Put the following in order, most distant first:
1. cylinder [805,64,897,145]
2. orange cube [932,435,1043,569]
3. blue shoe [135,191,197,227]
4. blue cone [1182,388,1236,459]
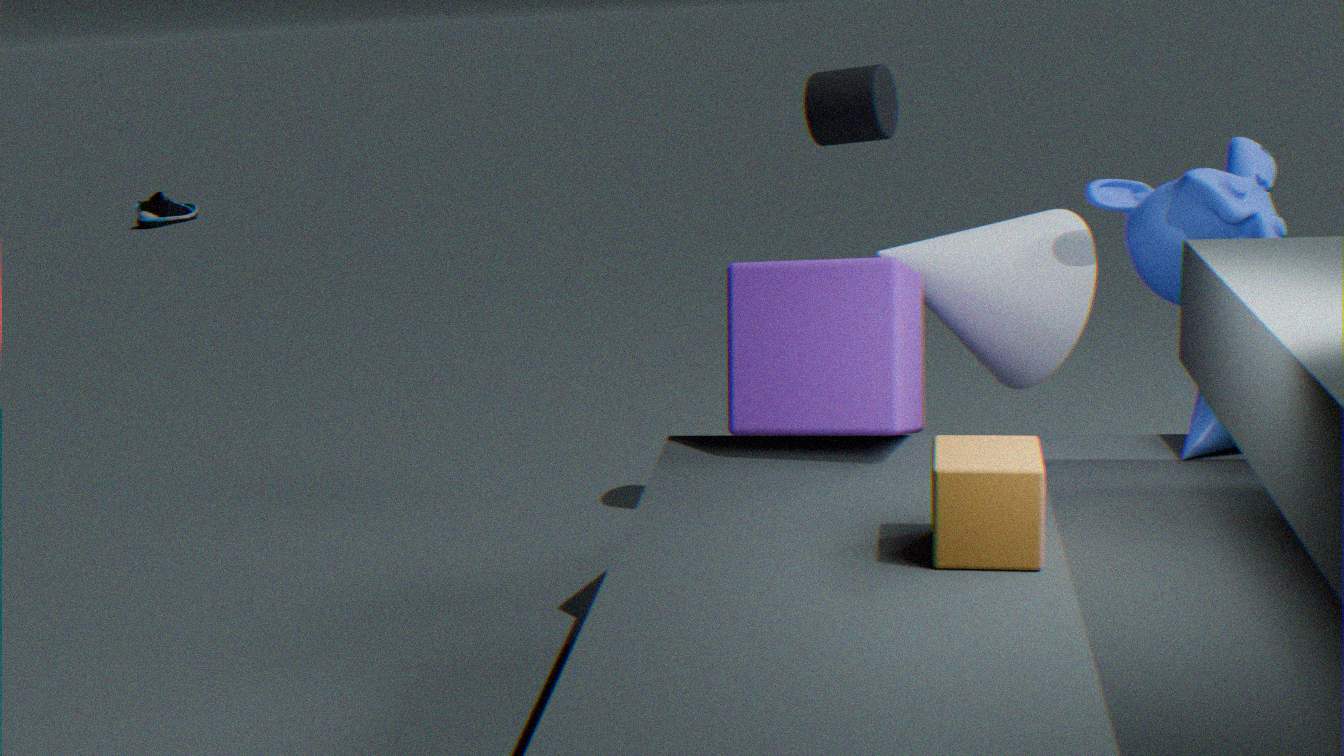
blue shoe [135,191,197,227] < cylinder [805,64,897,145] < blue cone [1182,388,1236,459] < orange cube [932,435,1043,569]
